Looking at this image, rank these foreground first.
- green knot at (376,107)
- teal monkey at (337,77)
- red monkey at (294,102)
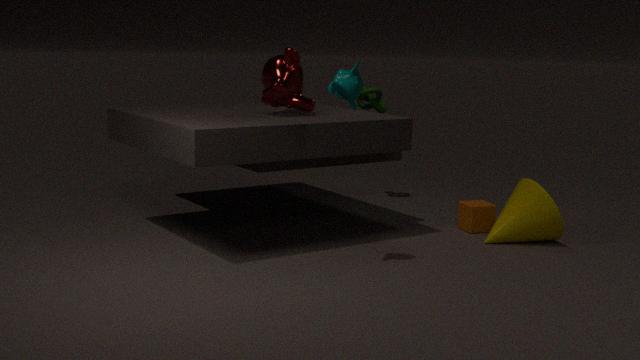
teal monkey at (337,77) < red monkey at (294,102) < green knot at (376,107)
